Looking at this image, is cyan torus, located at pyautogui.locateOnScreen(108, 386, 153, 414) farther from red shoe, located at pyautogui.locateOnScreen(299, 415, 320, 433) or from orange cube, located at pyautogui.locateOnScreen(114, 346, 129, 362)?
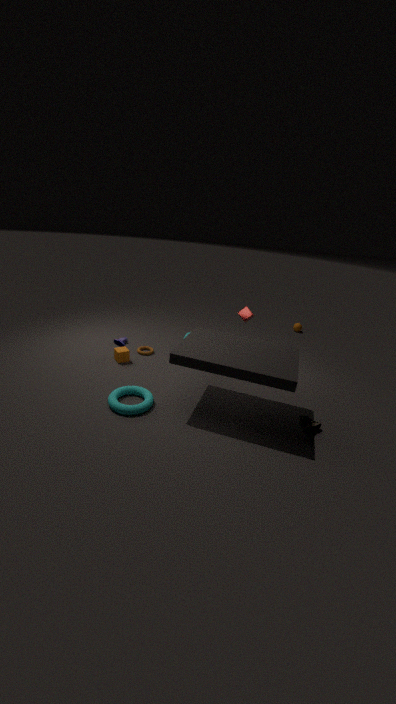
red shoe, located at pyautogui.locateOnScreen(299, 415, 320, 433)
